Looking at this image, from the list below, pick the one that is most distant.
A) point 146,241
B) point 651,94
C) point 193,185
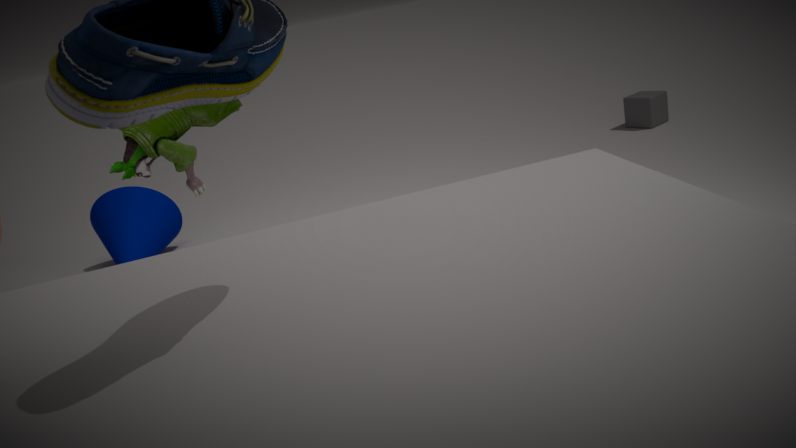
point 651,94
